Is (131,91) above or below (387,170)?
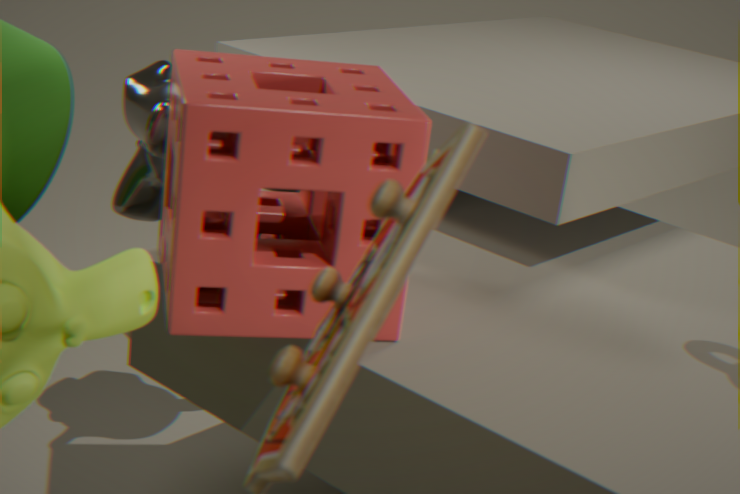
below
